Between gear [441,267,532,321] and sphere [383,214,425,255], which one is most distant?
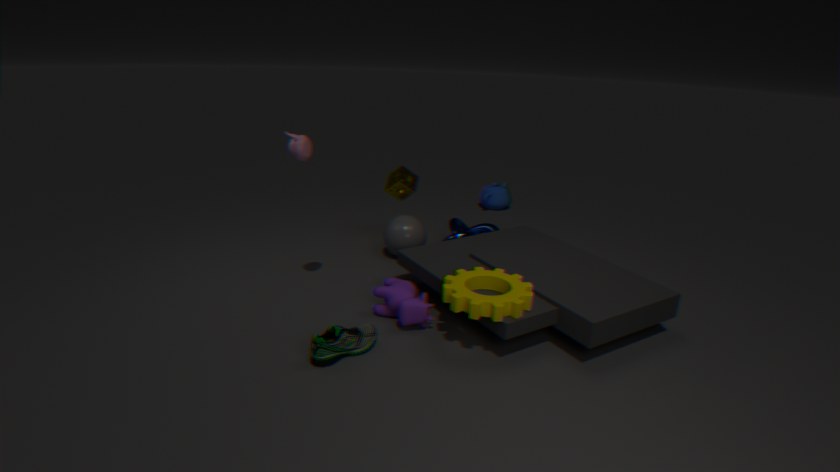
sphere [383,214,425,255]
